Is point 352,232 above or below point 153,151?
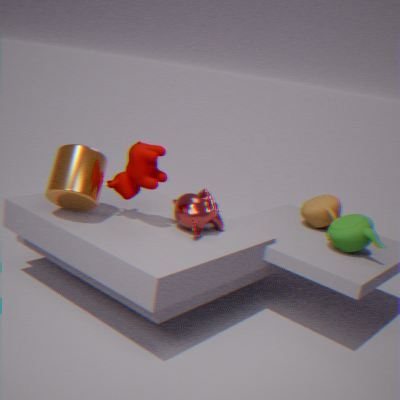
below
